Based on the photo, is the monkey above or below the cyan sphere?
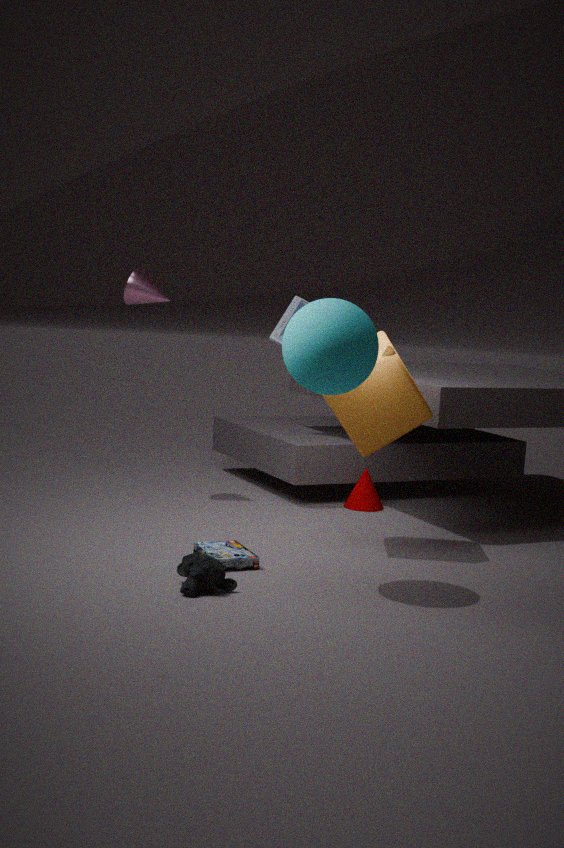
below
